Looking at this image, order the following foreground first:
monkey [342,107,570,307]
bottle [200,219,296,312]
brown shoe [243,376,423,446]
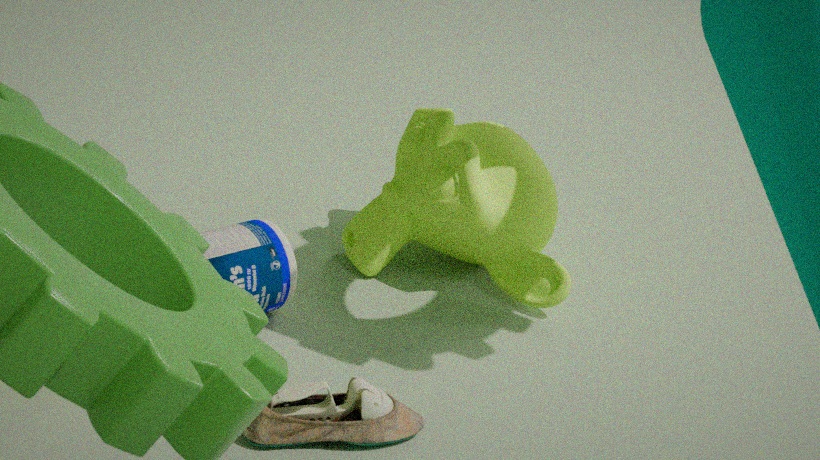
brown shoe [243,376,423,446], bottle [200,219,296,312], monkey [342,107,570,307]
